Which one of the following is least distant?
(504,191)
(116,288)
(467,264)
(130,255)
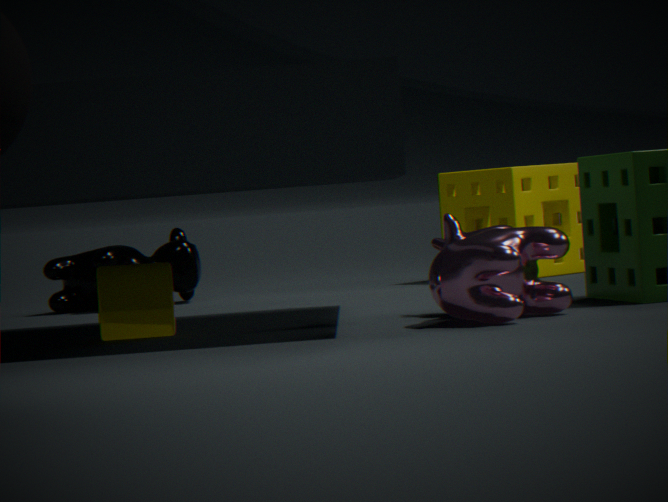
(467,264)
